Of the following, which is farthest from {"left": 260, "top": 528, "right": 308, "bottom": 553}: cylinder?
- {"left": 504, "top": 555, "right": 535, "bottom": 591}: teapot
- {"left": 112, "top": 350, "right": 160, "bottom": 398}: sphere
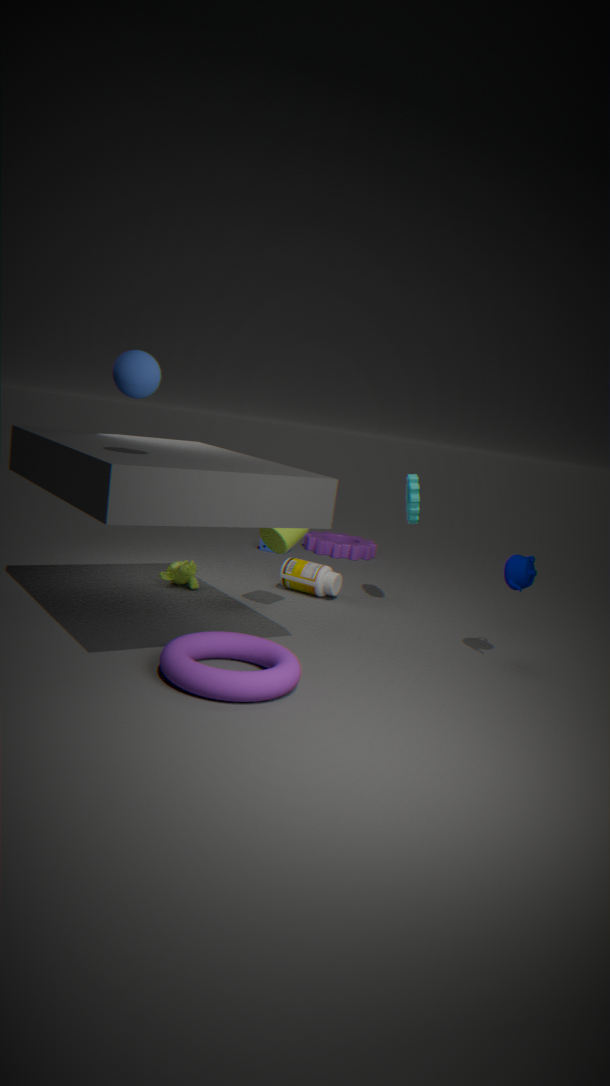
{"left": 112, "top": 350, "right": 160, "bottom": 398}: sphere
